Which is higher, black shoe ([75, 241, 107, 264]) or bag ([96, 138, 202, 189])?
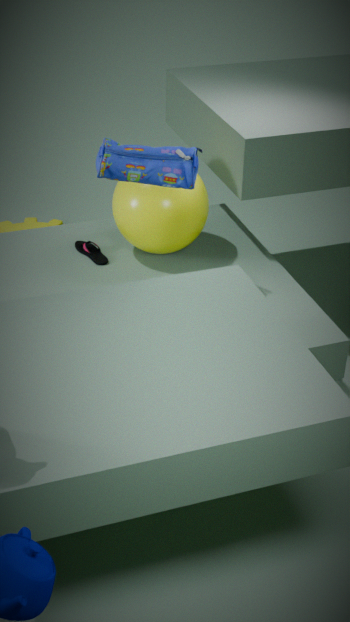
bag ([96, 138, 202, 189])
